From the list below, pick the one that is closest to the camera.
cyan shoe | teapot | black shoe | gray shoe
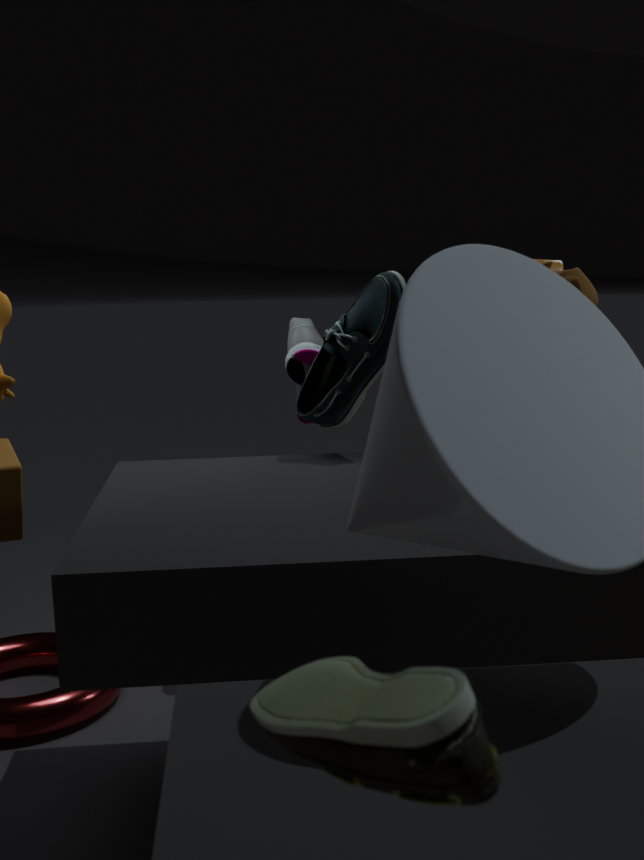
black shoe
